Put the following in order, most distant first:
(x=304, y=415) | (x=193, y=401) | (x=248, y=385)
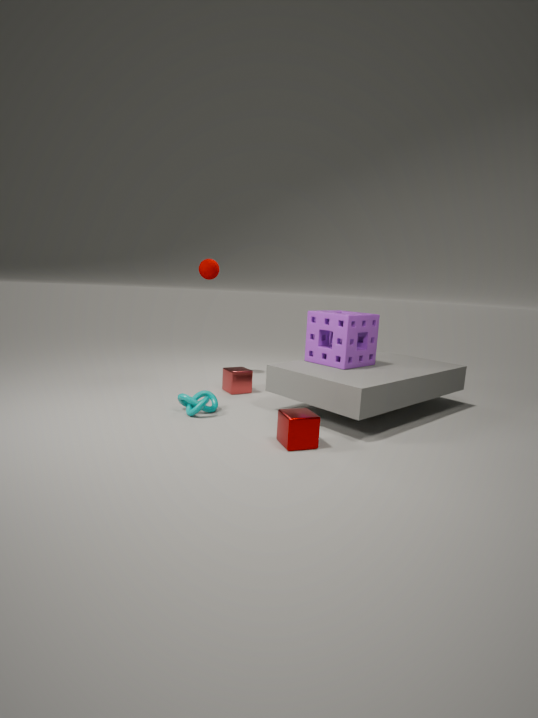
(x=248, y=385) → (x=193, y=401) → (x=304, y=415)
